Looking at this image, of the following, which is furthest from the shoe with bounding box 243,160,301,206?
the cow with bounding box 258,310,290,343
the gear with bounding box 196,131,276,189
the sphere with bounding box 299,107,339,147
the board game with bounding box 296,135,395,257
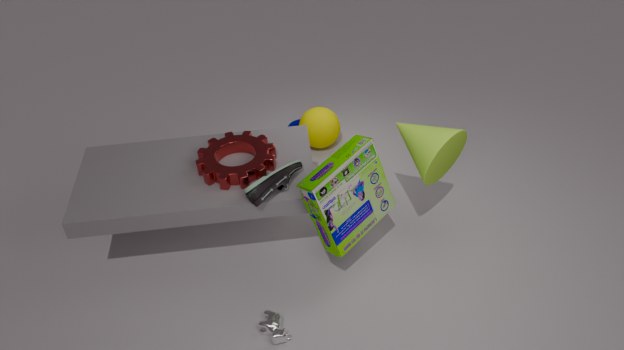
the sphere with bounding box 299,107,339,147
